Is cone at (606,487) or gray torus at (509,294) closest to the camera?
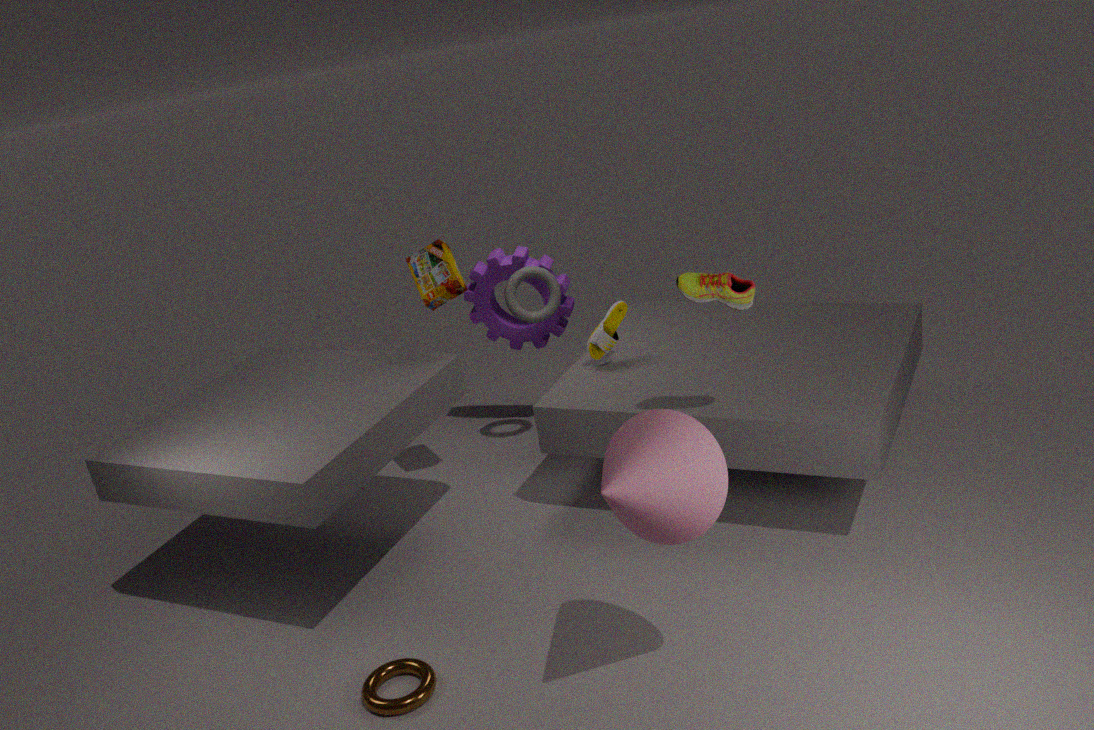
cone at (606,487)
